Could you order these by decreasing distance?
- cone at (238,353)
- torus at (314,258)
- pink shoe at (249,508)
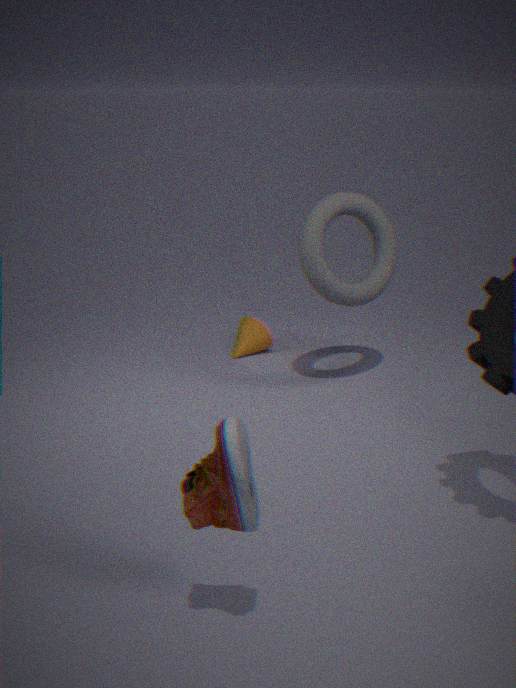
cone at (238,353)
torus at (314,258)
pink shoe at (249,508)
